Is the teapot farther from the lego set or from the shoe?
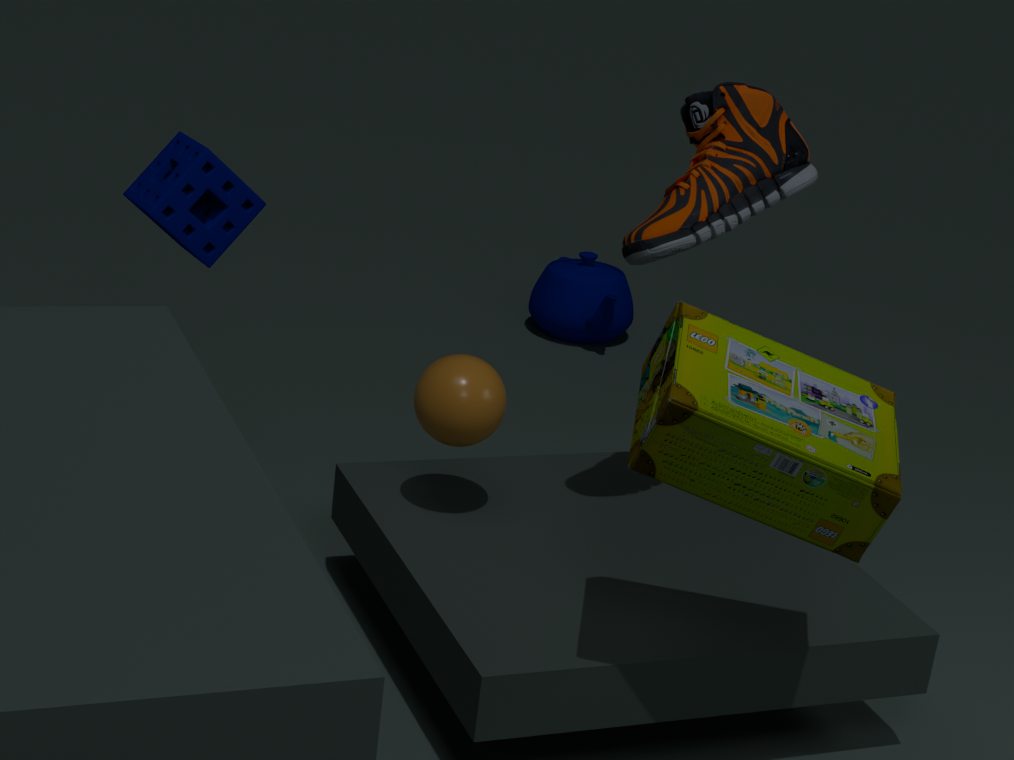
the lego set
